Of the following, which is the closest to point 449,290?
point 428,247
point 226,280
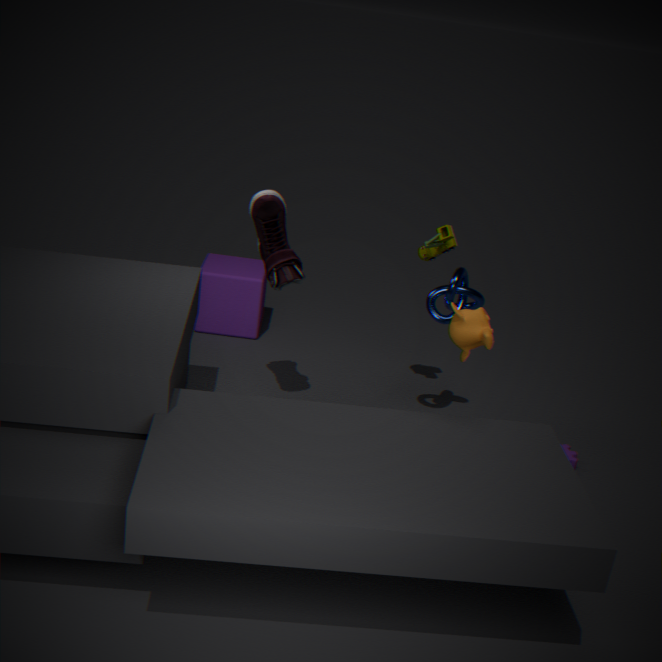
point 428,247
